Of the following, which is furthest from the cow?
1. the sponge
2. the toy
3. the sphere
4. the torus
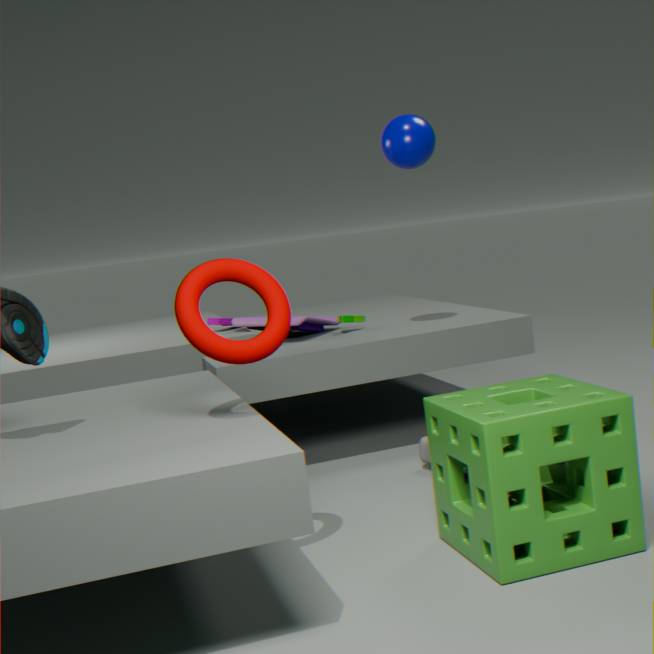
the torus
